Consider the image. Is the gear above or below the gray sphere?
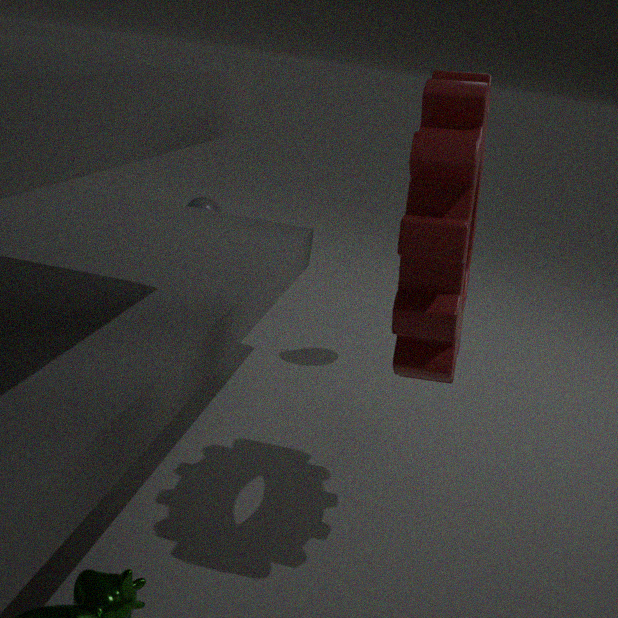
above
